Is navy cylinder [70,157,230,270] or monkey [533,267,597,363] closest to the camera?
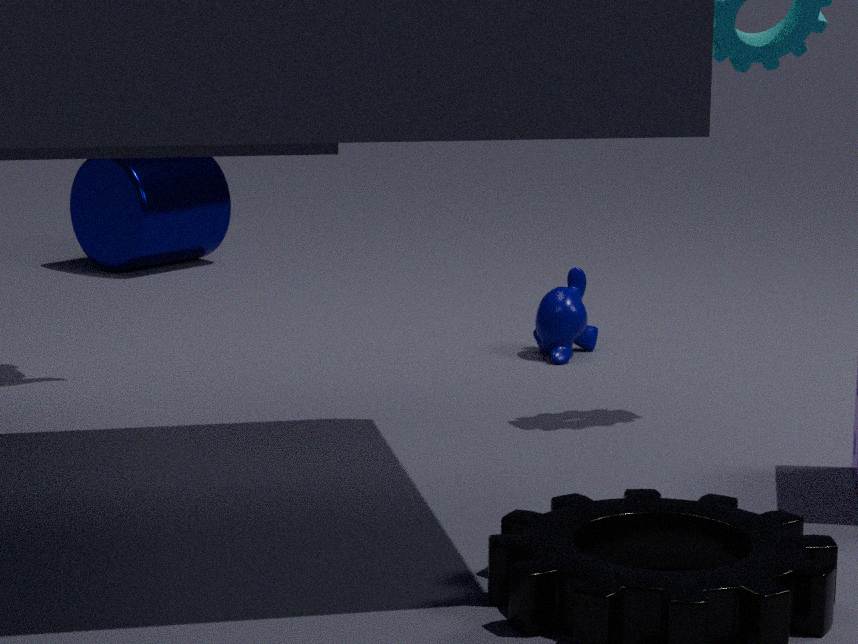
monkey [533,267,597,363]
